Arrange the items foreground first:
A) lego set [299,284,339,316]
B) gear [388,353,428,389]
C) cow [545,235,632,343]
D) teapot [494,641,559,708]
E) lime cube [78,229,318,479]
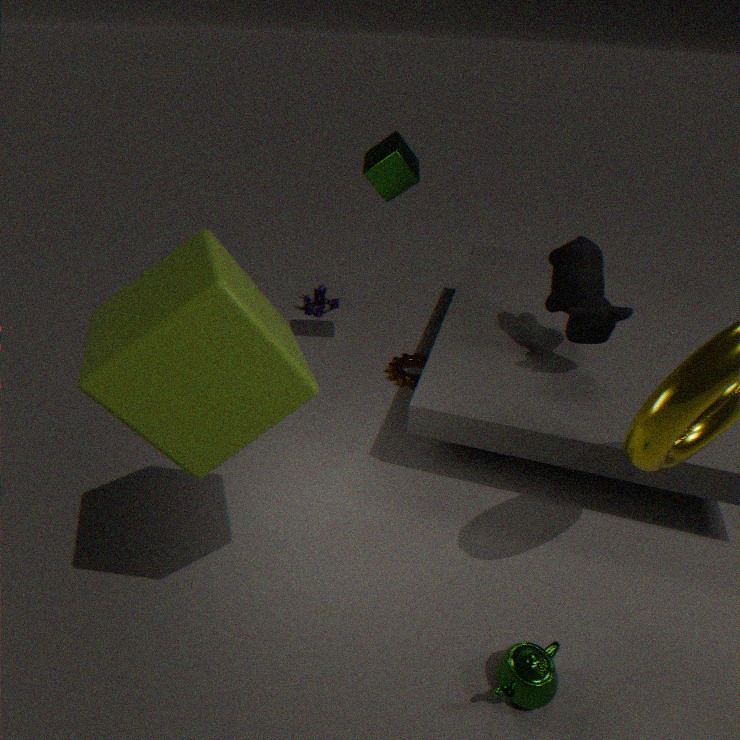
lime cube [78,229,318,479], teapot [494,641,559,708], cow [545,235,632,343], gear [388,353,428,389], lego set [299,284,339,316]
